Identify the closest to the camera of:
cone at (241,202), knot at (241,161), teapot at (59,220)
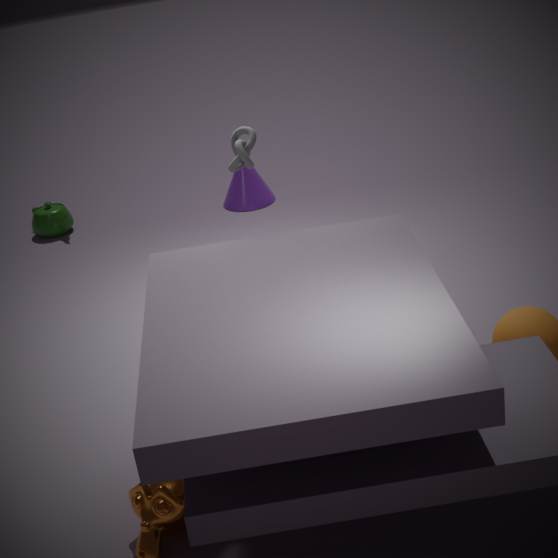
knot at (241,161)
